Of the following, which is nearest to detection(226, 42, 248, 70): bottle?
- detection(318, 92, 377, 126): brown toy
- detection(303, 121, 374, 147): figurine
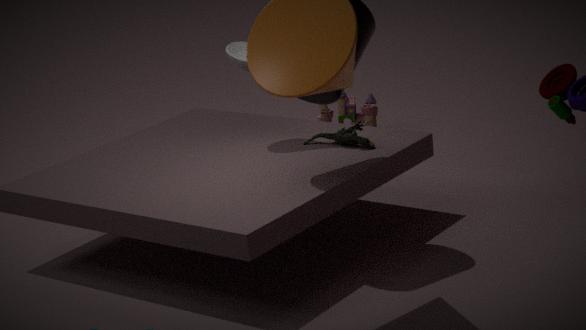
detection(303, 121, 374, 147): figurine
